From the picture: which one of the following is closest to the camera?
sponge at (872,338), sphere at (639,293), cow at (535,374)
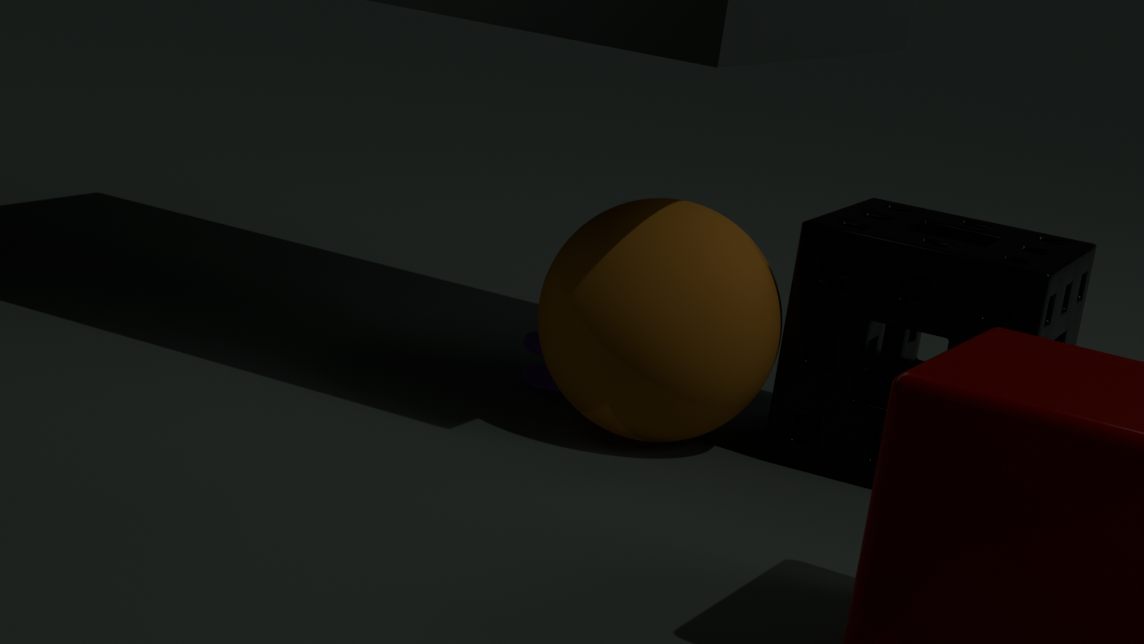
sphere at (639,293)
